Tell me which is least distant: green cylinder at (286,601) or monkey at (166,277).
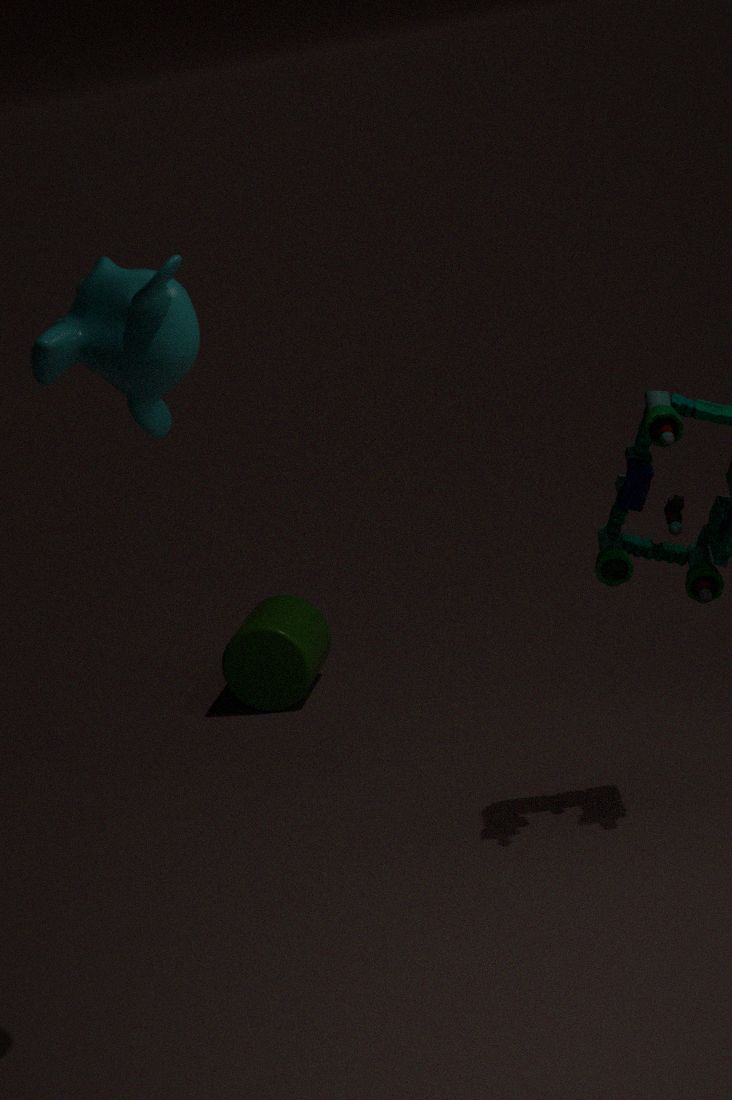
monkey at (166,277)
